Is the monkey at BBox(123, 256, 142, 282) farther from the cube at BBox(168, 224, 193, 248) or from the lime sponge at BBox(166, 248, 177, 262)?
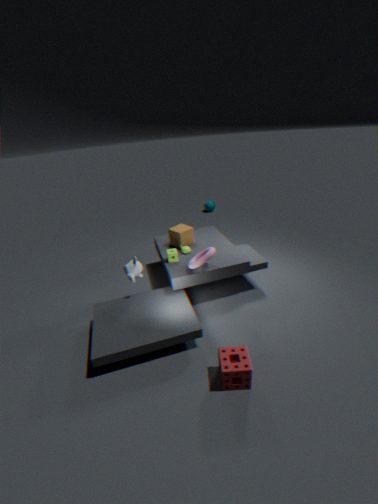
the cube at BBox(168, 224, 193, 248)
